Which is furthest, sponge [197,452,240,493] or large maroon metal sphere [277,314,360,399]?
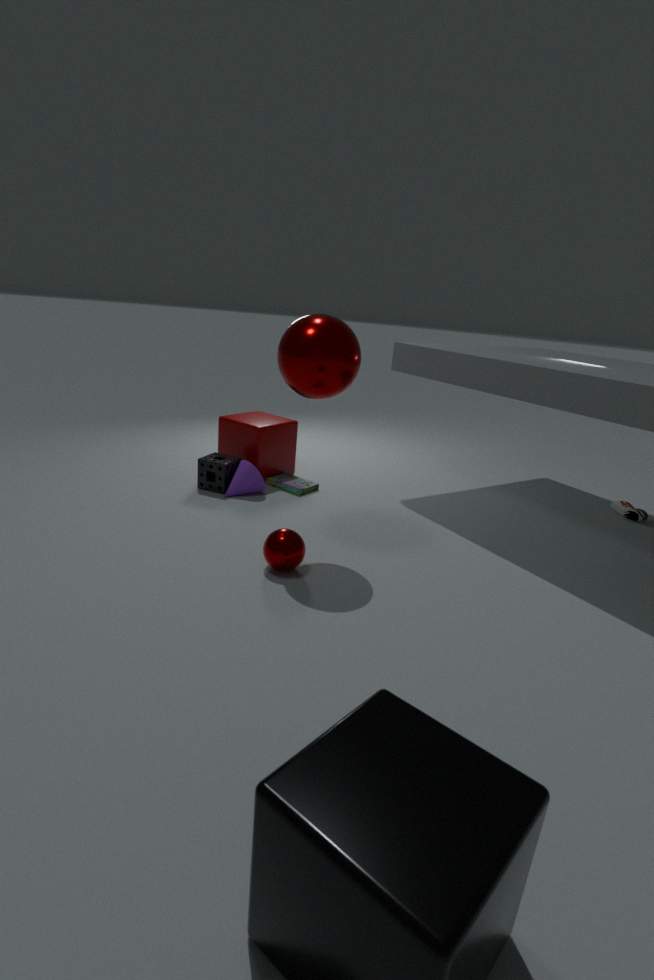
sponge [197,452,240,493]
